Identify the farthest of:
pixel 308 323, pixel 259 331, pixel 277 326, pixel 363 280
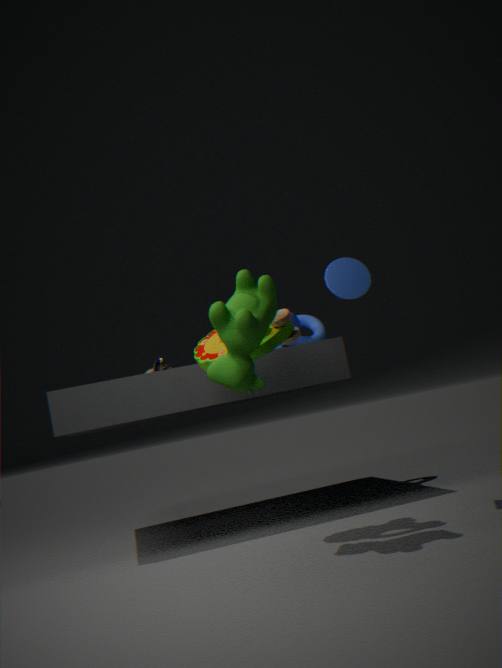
pixel 308 323
